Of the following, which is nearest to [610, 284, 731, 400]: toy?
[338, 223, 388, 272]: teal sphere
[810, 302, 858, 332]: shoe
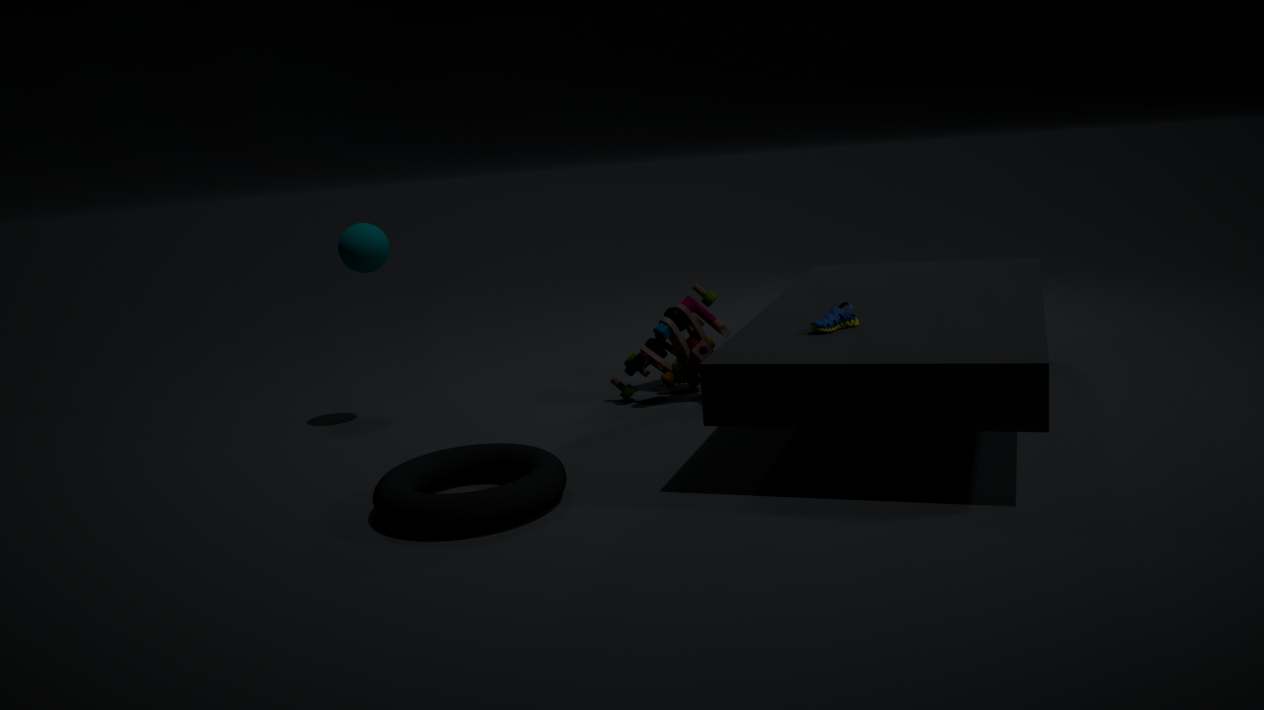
[810, 302, 858, 332]: shoe
